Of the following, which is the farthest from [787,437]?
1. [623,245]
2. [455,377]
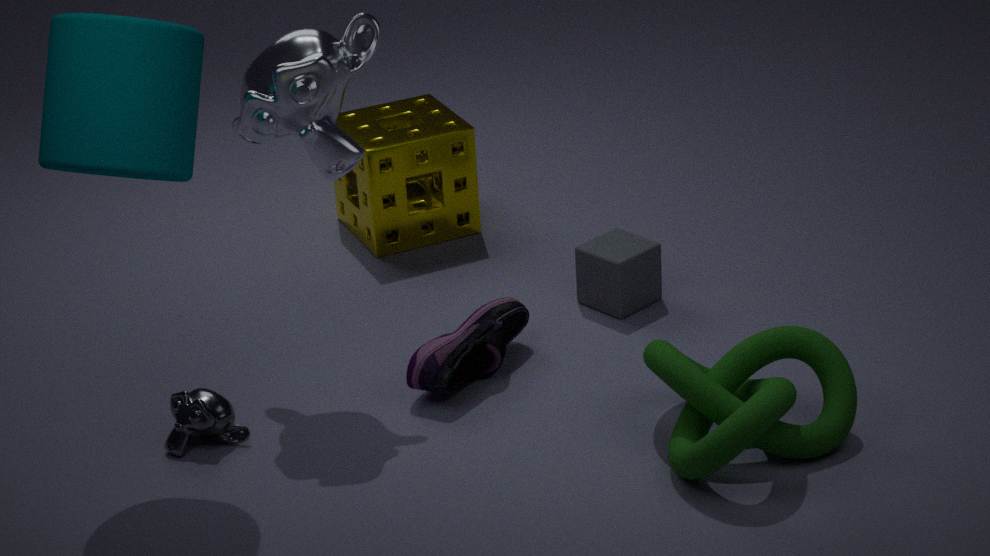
[623,245]
